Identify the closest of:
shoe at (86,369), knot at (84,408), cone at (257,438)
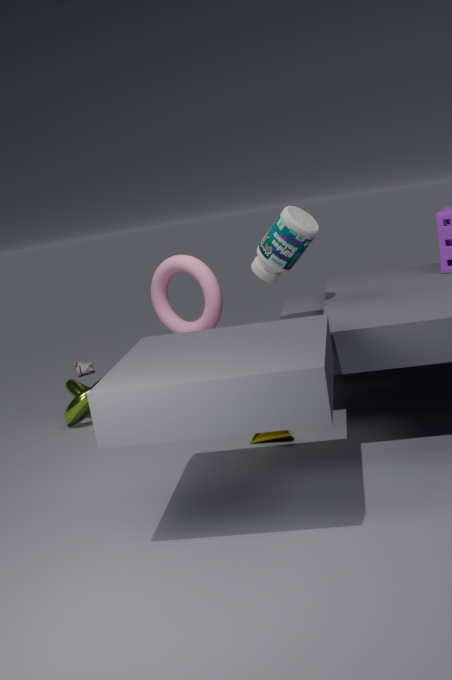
cone at (257,438)
